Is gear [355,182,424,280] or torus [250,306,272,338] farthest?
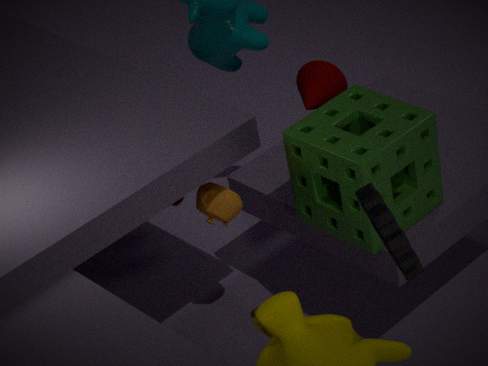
torus [250,306,272,338]
